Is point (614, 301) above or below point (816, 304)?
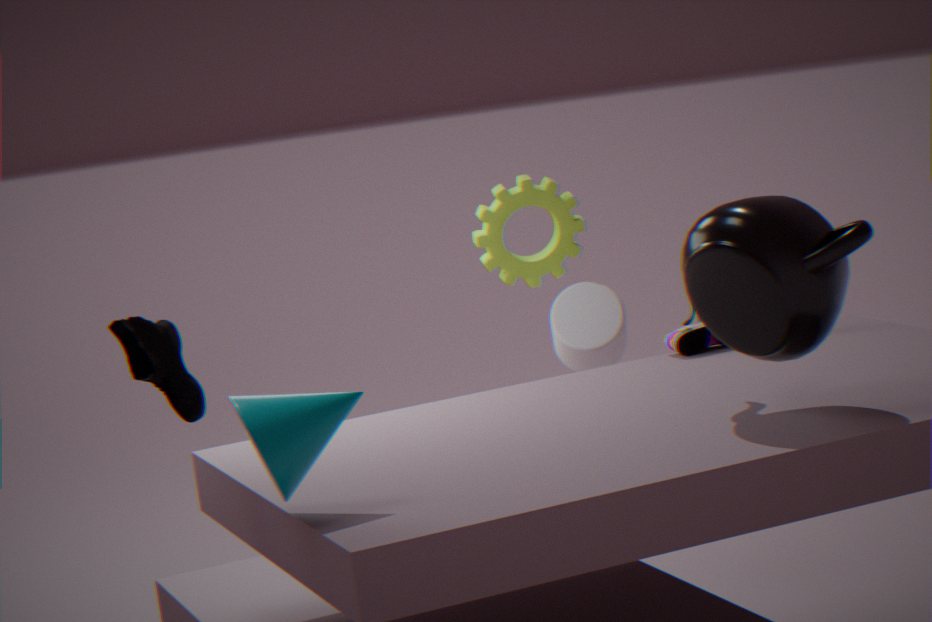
below
